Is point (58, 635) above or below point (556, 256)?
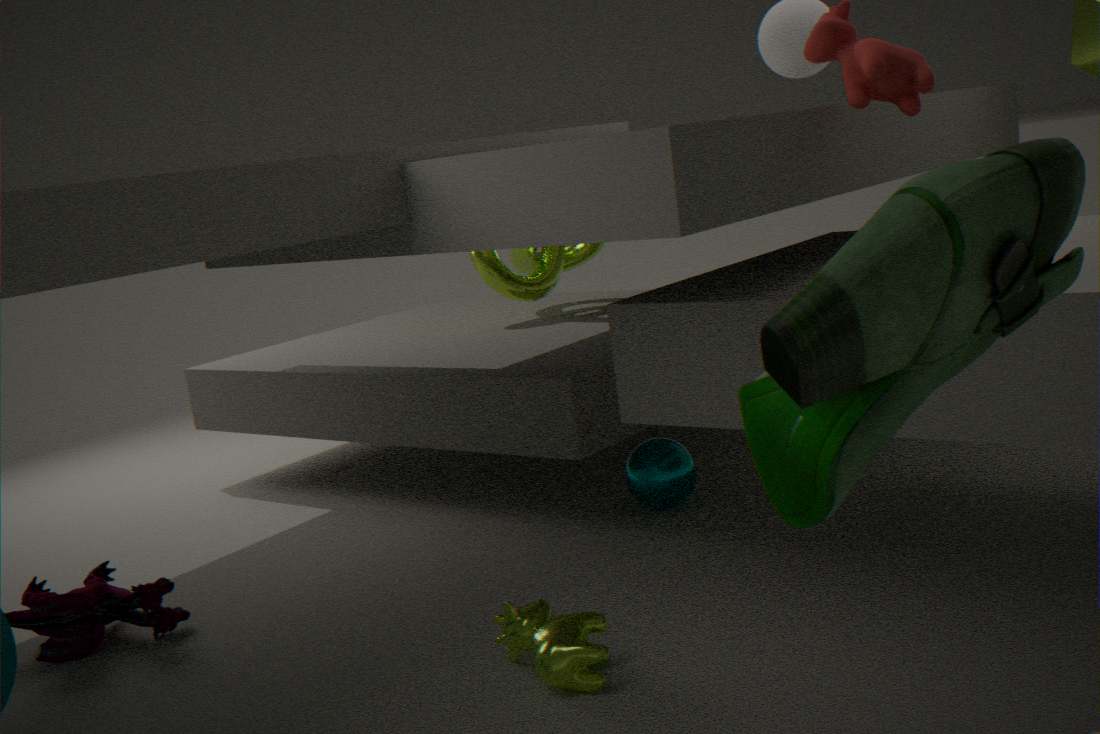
below
